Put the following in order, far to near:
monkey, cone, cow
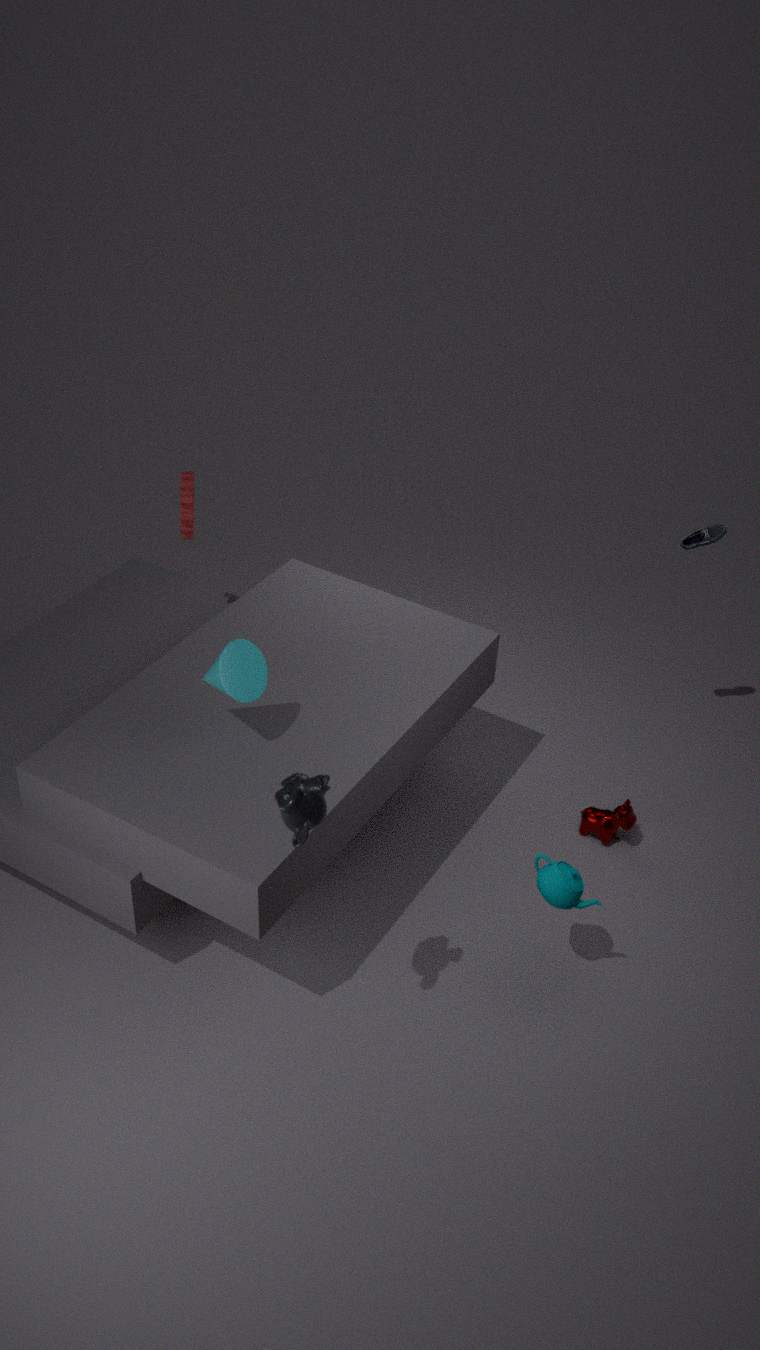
cow
cone
monkey
